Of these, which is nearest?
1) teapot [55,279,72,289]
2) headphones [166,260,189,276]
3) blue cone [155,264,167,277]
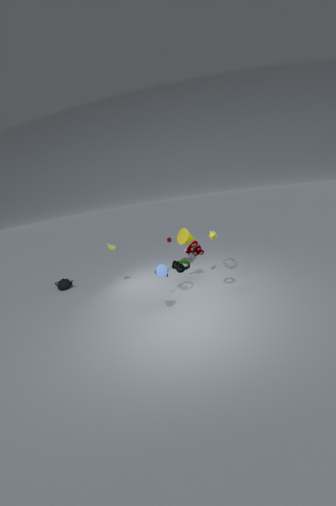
3. blue cone [155,264,167,277]
